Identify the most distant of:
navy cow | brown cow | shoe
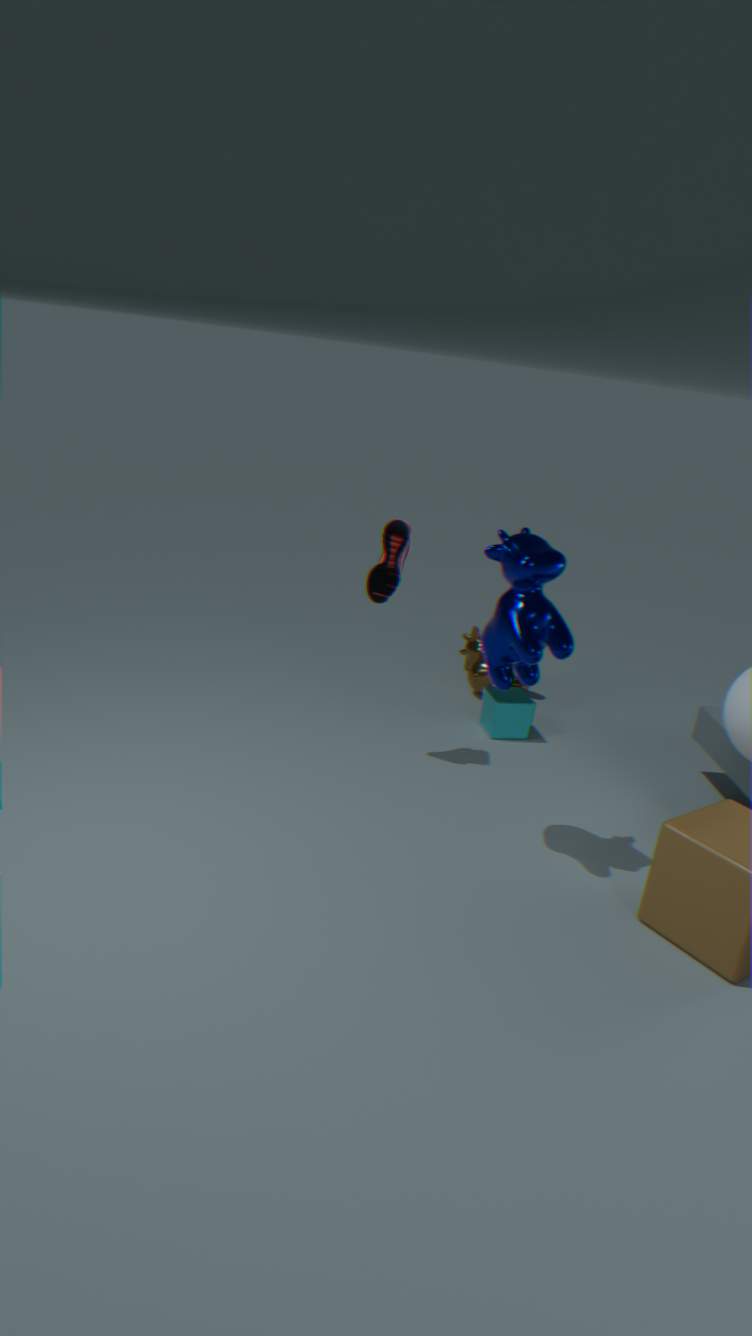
brown cow
